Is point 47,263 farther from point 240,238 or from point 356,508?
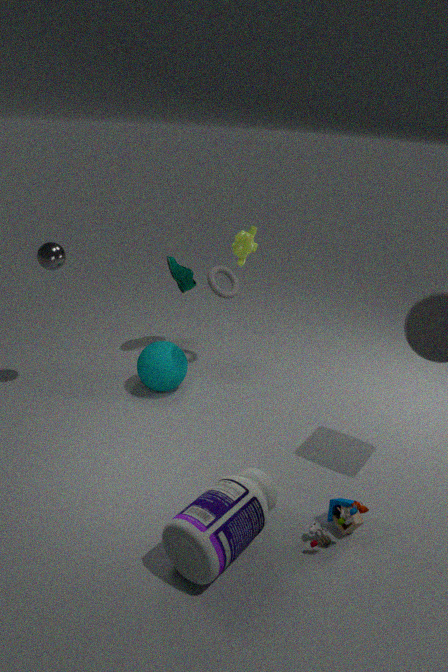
point 356,508
